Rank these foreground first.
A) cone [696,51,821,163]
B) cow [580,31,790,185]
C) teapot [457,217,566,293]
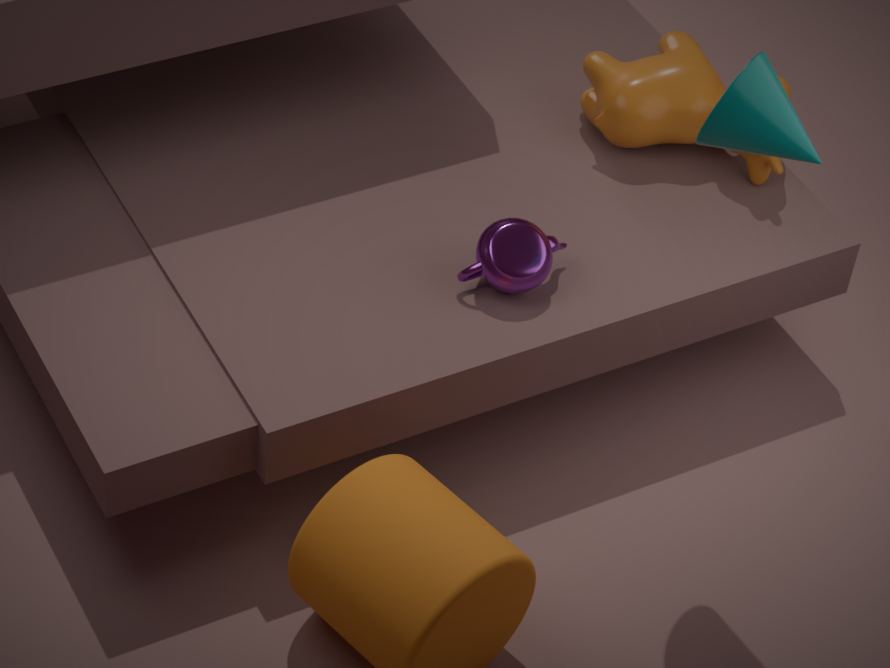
1. cone [696,51,821,163]
2. teapot [457,217,566,293]
3. cow [580,31,790,185]
